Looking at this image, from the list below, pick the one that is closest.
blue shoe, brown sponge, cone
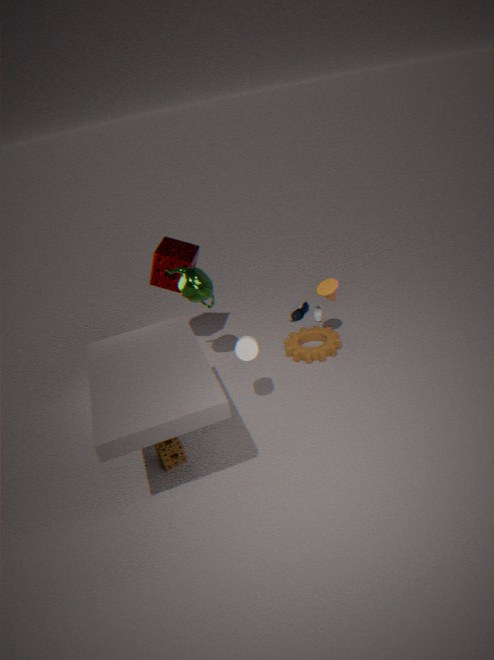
brown sponge
